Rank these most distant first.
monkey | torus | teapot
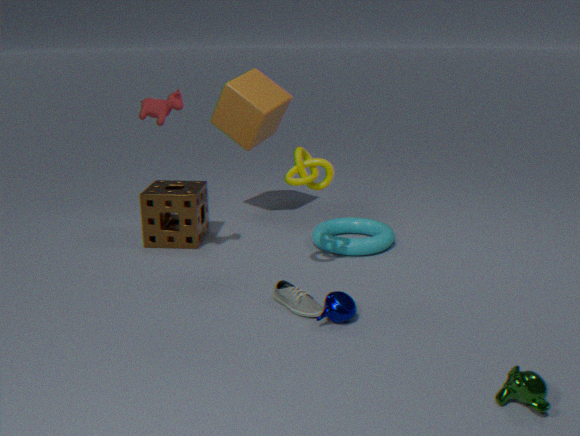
torus < teapot < monkey
